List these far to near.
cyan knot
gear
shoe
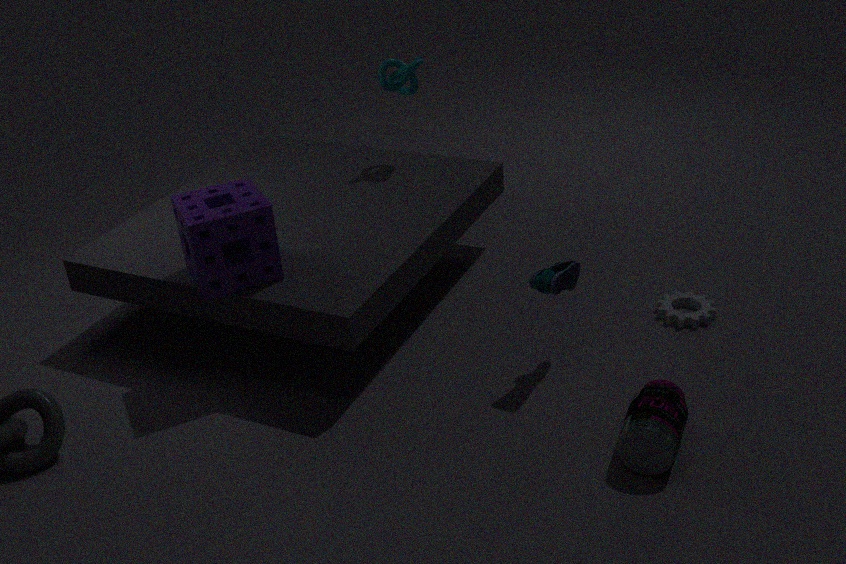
cyan knot < gear < shoe
